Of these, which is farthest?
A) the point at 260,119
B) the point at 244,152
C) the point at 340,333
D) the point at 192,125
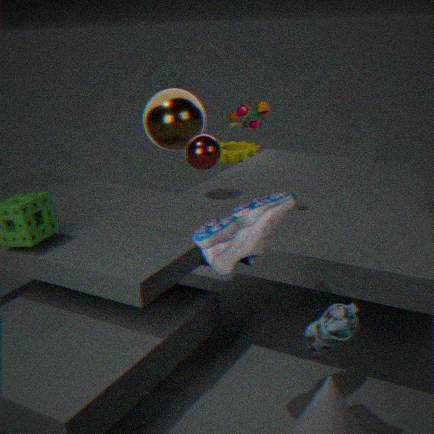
the point at 244,152
